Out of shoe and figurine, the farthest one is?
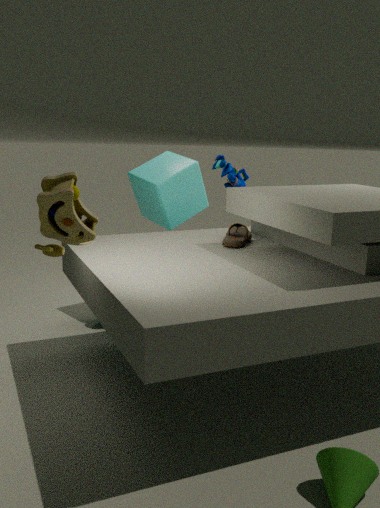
figurine
